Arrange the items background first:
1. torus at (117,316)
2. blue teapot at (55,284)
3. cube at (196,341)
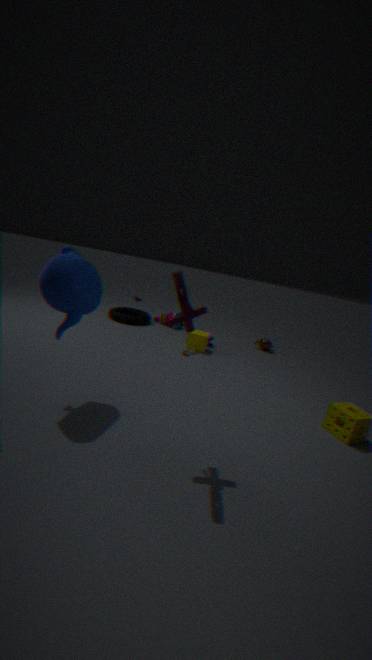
torus at (117,316) < cube at (196,341) < blue teapot at (55,284)
